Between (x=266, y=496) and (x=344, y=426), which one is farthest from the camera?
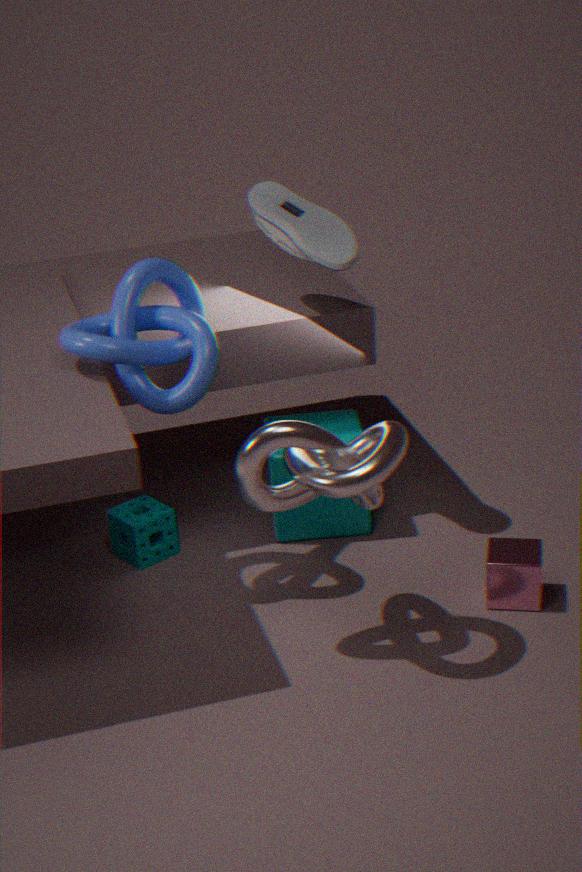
(x=344, y=426)
